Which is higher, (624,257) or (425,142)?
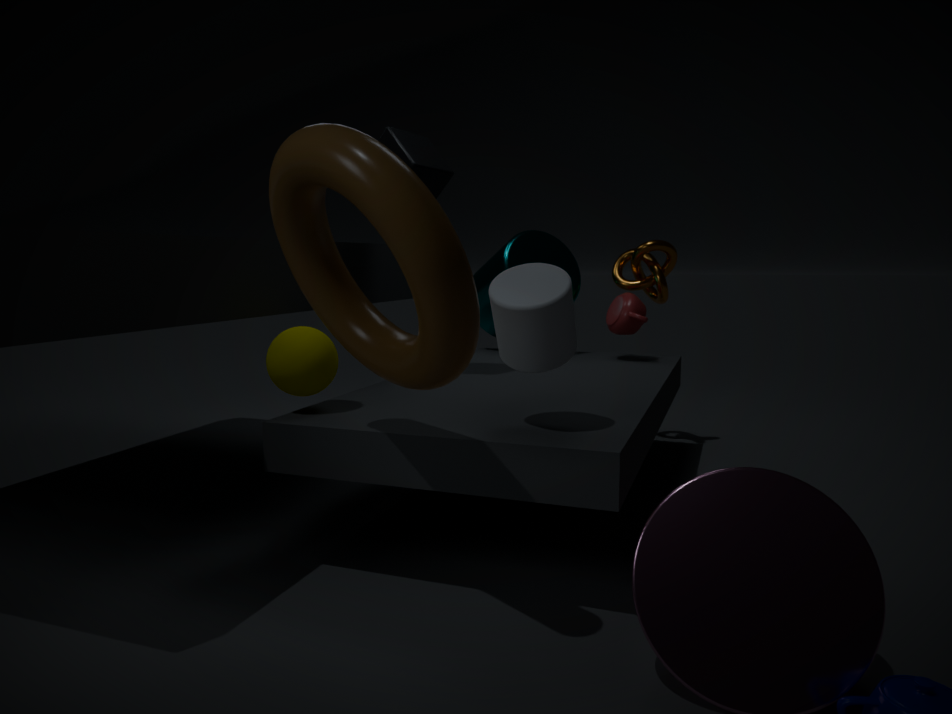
(425,142)
